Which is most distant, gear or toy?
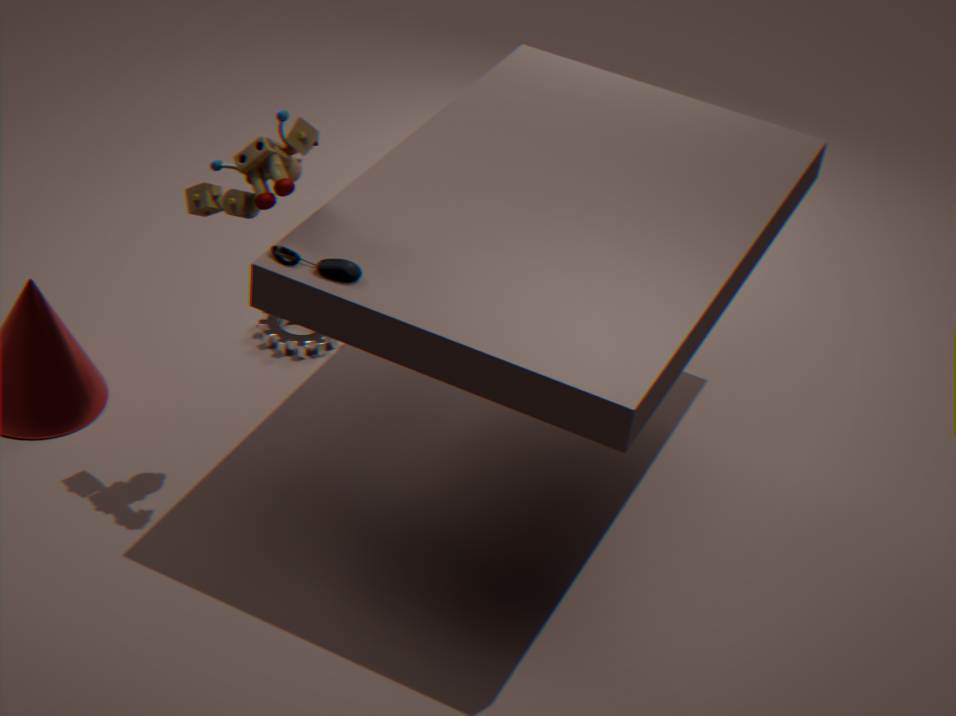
gear
